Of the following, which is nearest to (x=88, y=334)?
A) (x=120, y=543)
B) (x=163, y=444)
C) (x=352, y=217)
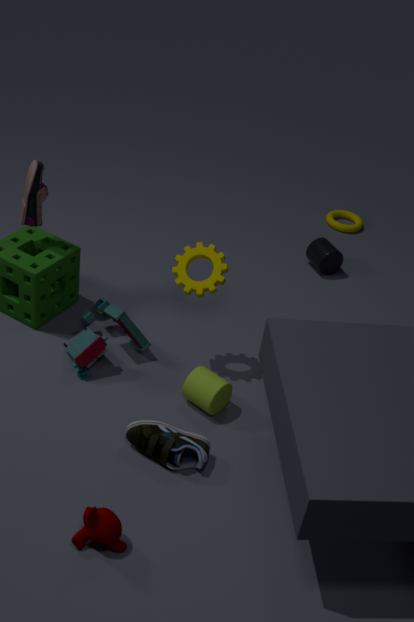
(x=163, y=444)
